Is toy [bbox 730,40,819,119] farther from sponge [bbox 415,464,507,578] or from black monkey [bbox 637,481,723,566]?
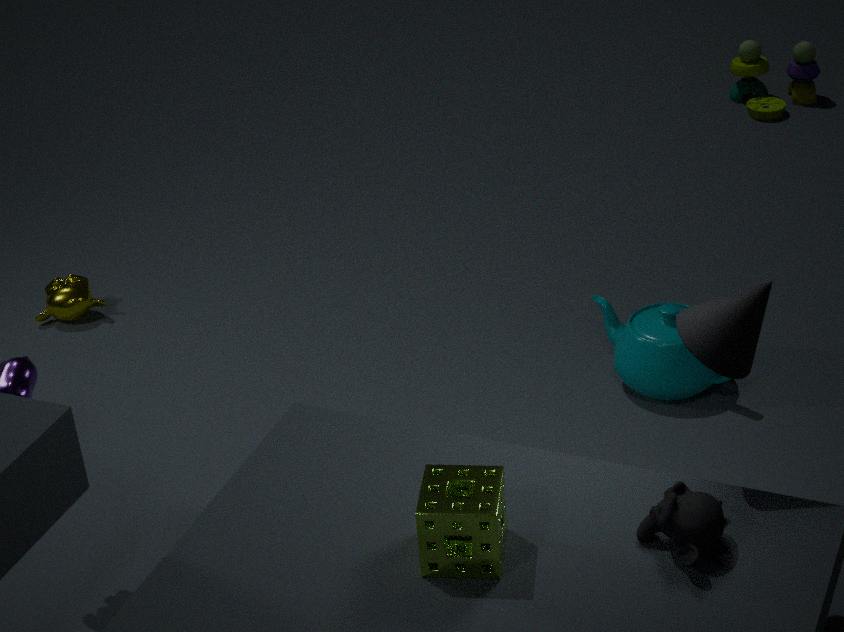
sponge [bbox 415,464,507,578]
